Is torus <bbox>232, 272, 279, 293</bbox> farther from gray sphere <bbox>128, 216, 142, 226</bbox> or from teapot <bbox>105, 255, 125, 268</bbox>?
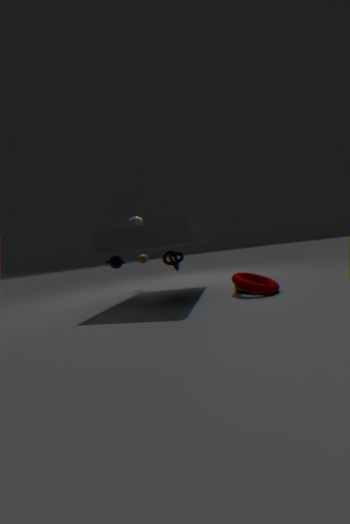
teapot <bbox>105, 255, 125, 268</bbox>
